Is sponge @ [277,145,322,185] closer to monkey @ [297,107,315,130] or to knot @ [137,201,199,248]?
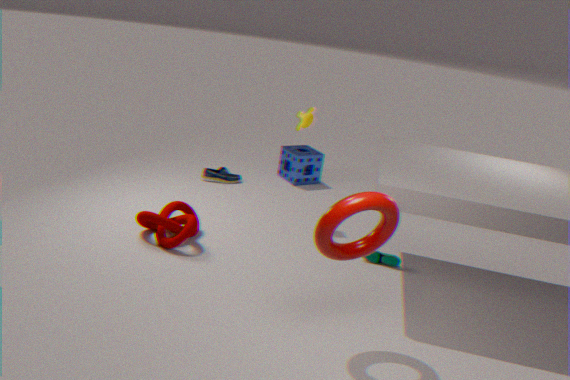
monkey @ [297,107,315,130]
